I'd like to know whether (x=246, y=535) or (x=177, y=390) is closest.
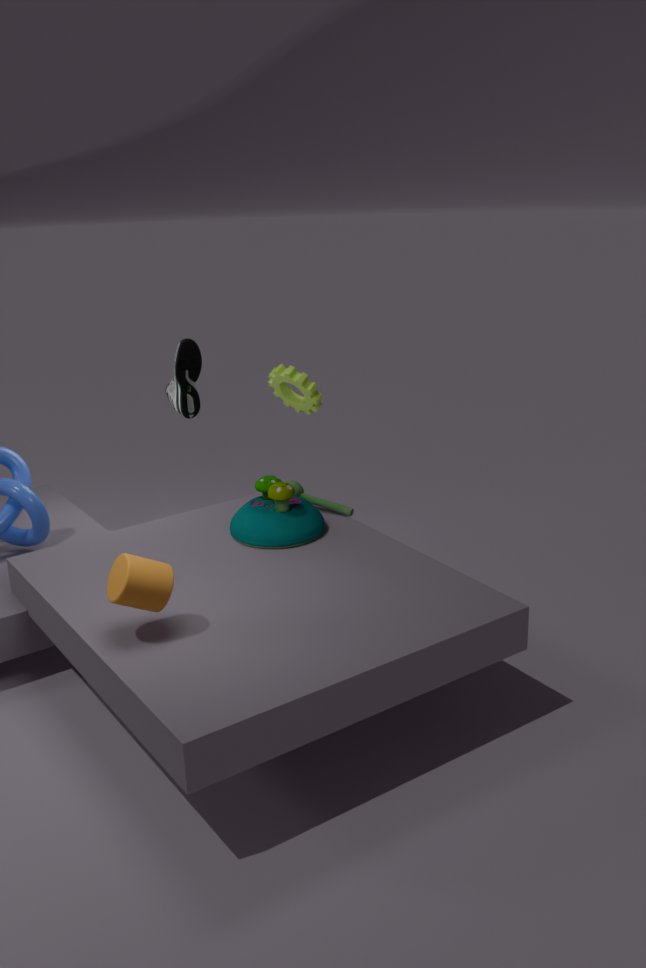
(x=246, y=535)
